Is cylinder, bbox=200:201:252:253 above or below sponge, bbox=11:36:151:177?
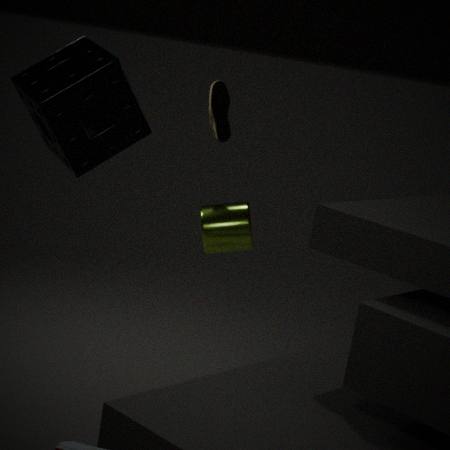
below
